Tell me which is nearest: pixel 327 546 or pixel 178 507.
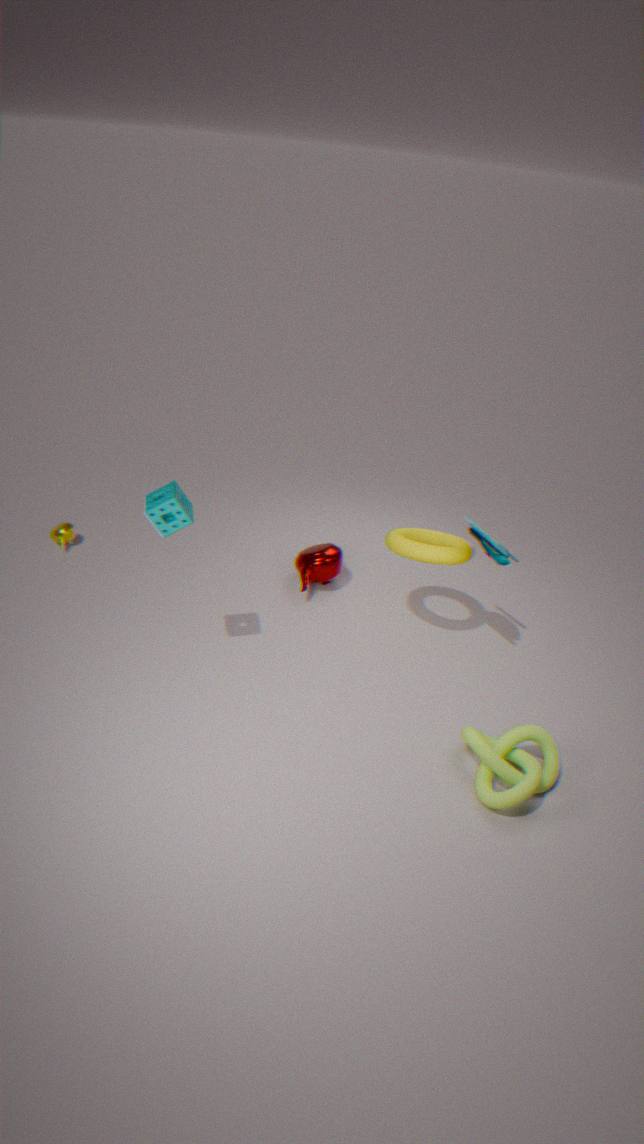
pixel 178 507
